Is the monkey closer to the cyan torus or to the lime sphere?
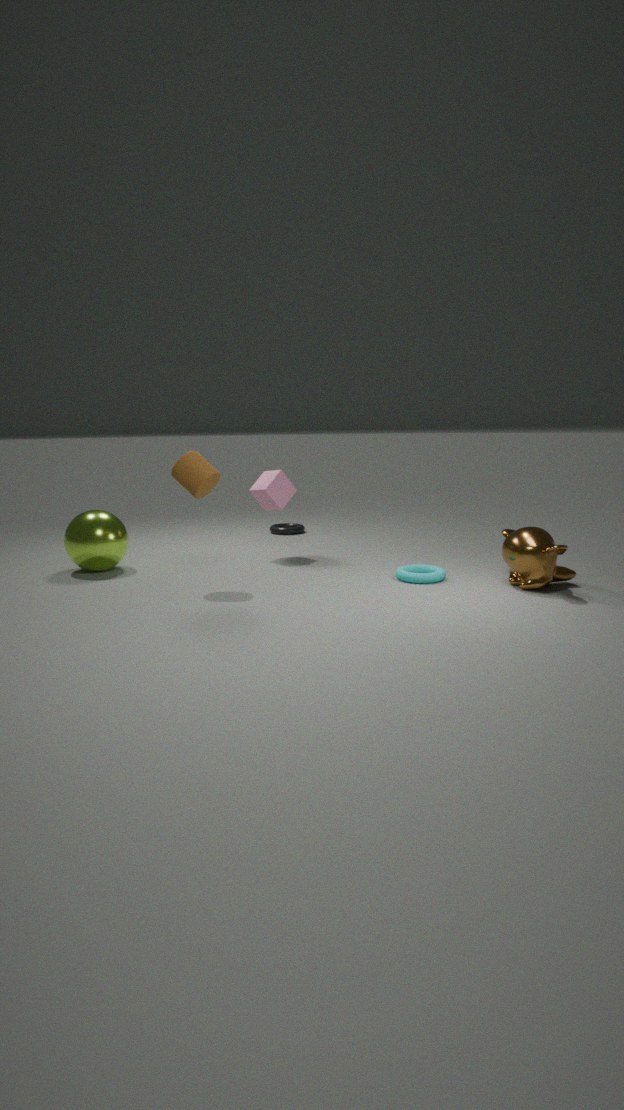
the cyan torus
